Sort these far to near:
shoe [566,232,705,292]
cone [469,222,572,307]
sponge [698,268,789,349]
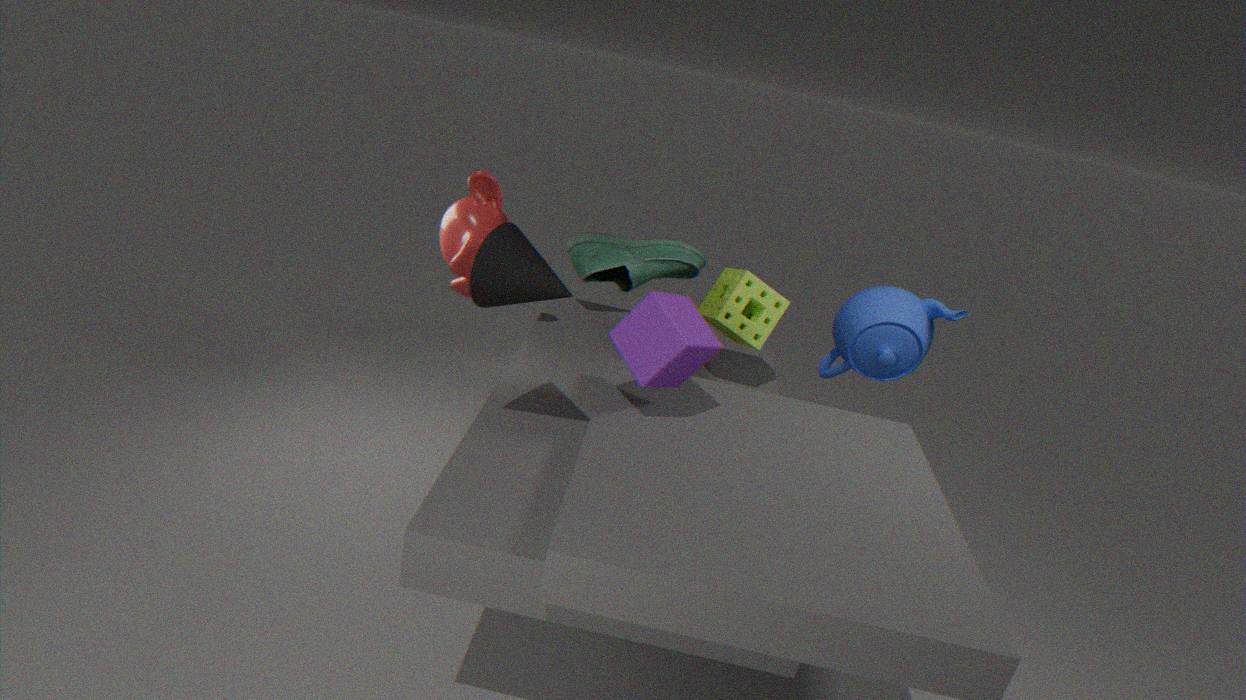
shoe [566,232,705,292], sponge [698,268,789,349], cone [469,222,572,307]
